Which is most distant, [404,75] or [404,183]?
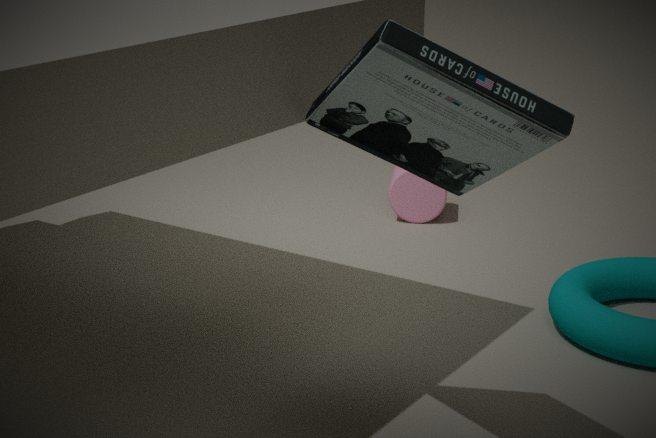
[404,183]
